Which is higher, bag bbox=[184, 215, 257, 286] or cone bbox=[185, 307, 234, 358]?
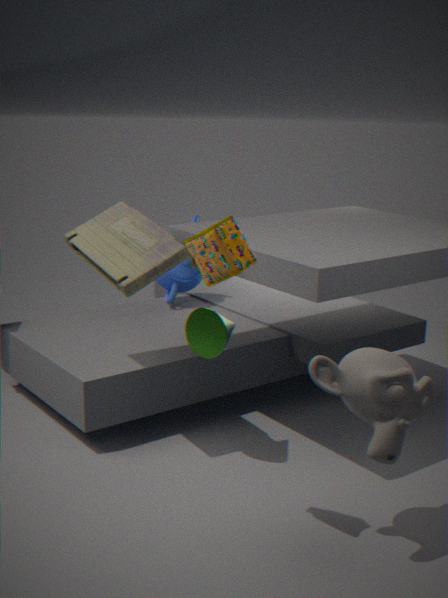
bag bbox=[184, 215, 257, 286]
